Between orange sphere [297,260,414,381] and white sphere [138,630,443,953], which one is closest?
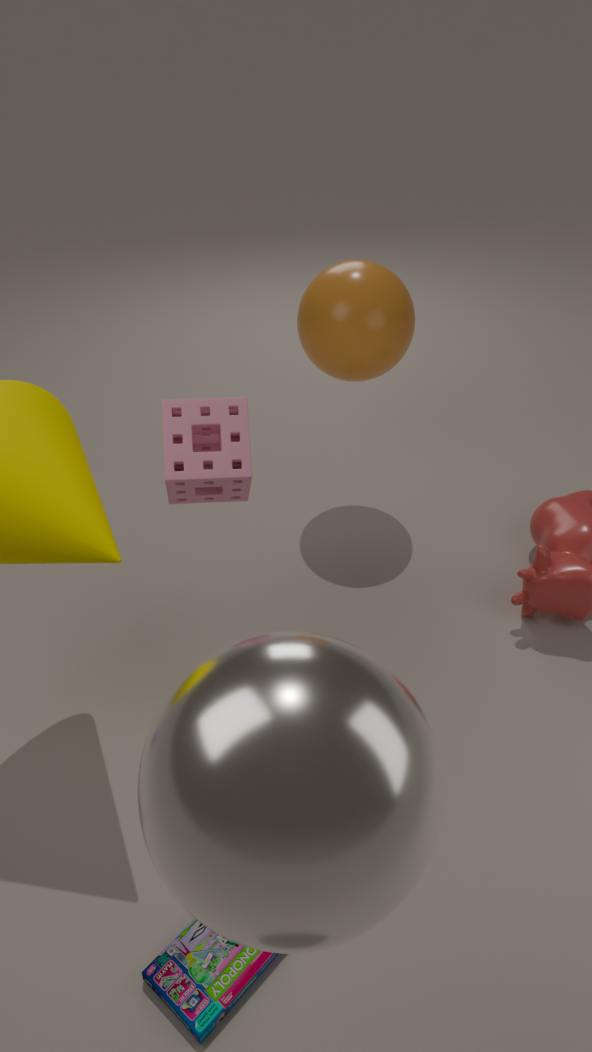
white sphere [138,630,443,953]
